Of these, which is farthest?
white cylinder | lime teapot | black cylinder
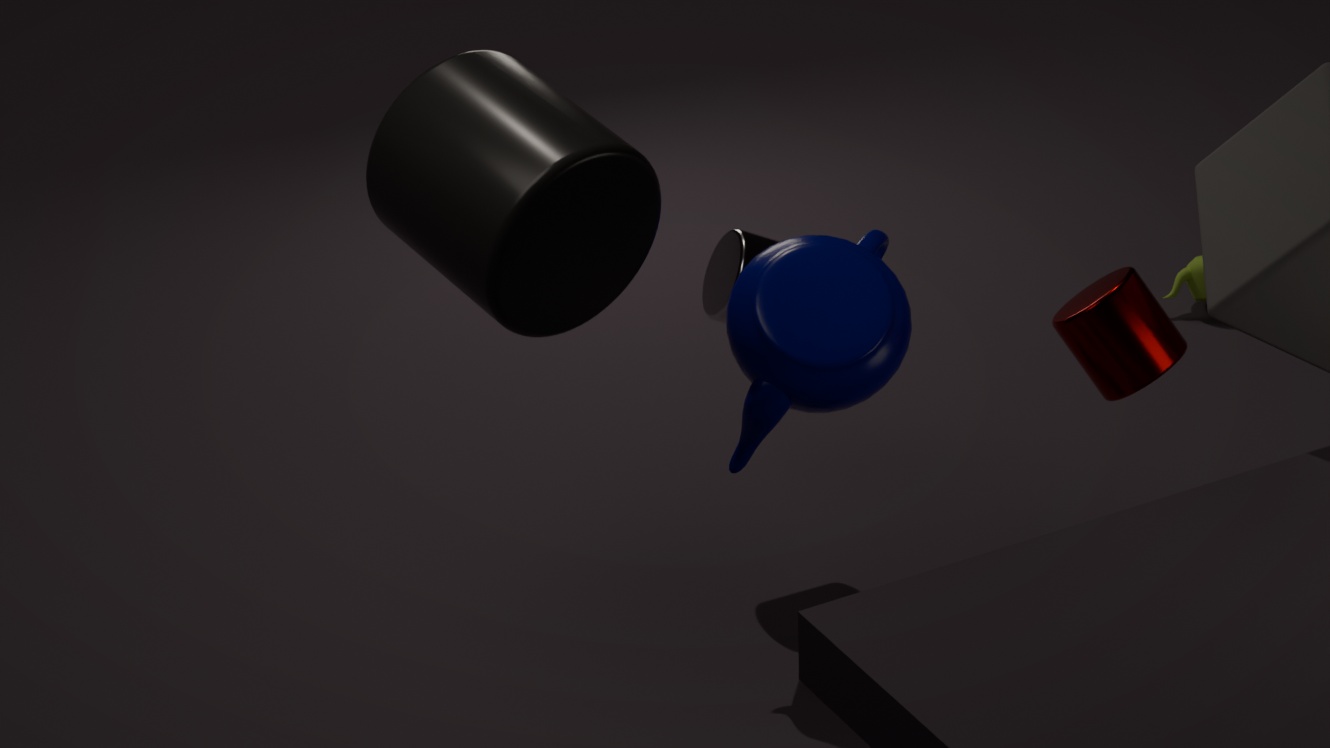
lime teapot
